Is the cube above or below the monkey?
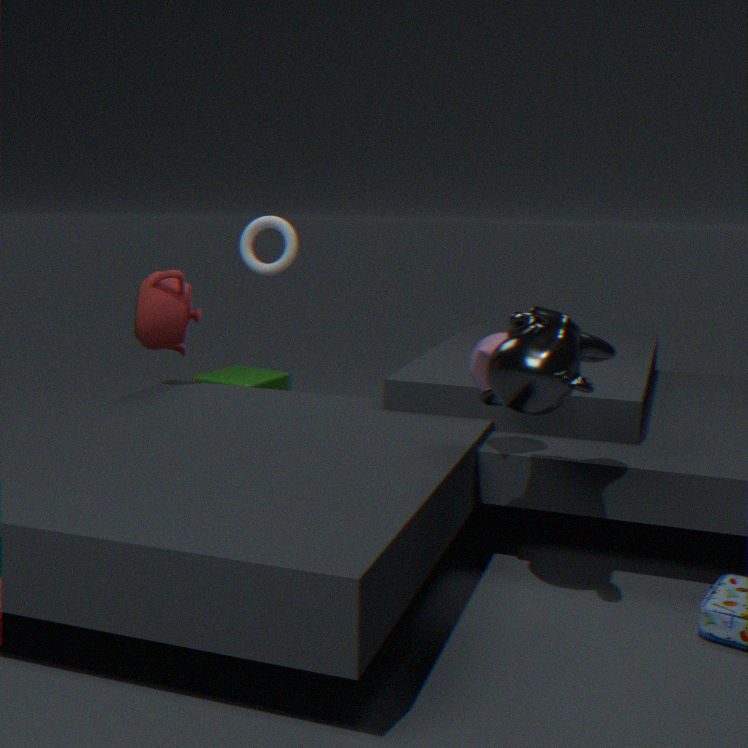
below
